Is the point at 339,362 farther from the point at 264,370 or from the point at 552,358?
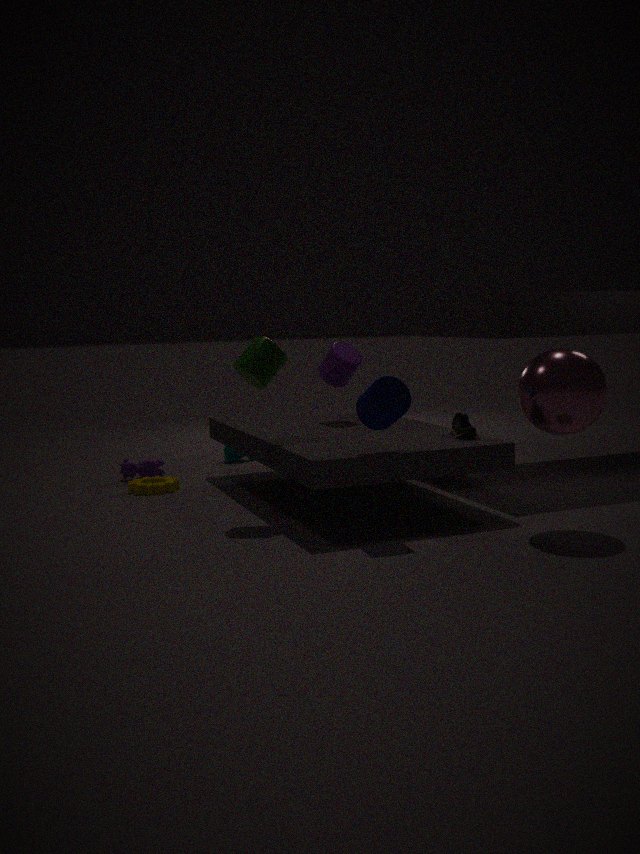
the point at 552,358
